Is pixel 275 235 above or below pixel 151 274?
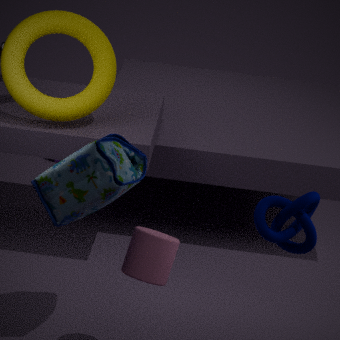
above
